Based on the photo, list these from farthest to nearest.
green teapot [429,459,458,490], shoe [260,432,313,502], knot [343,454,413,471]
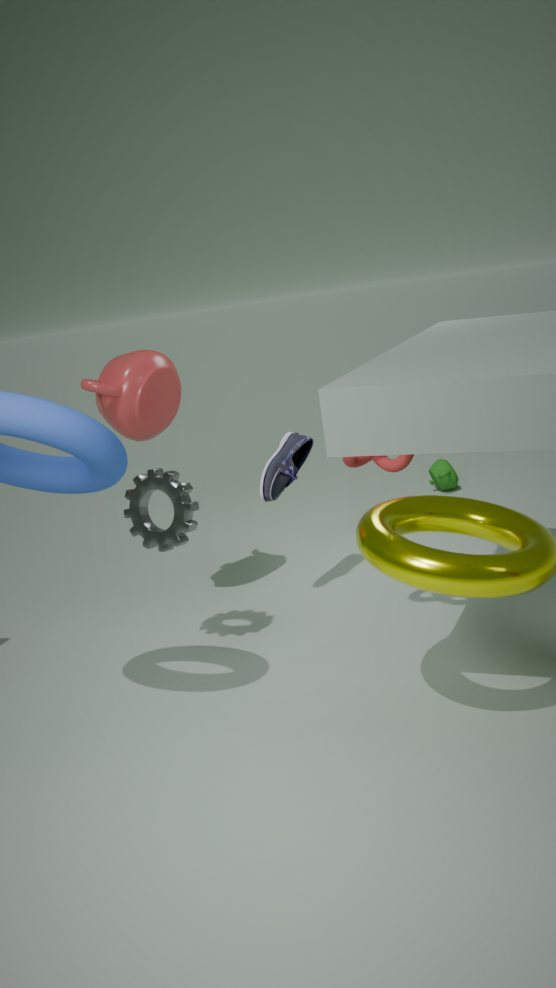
green teapot [429,459,458,490], shoe [260,432,313,502], knot [343,454,413,471]
